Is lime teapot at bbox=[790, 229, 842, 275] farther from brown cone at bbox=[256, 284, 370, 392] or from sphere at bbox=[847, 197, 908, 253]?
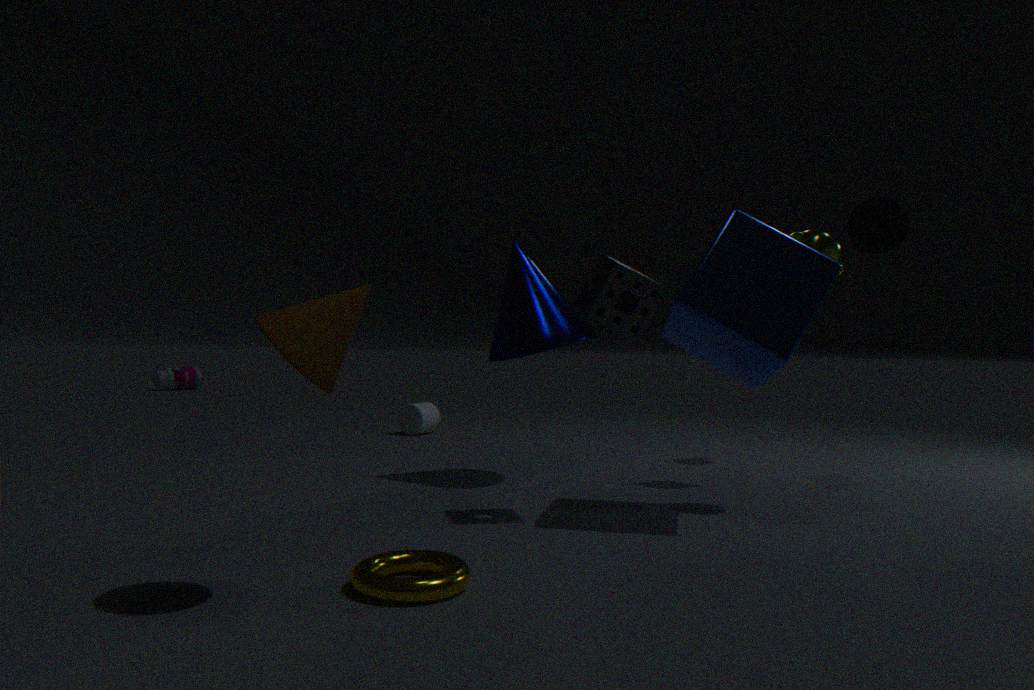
brown cone at bbox=[256, 284, 370, 392]
